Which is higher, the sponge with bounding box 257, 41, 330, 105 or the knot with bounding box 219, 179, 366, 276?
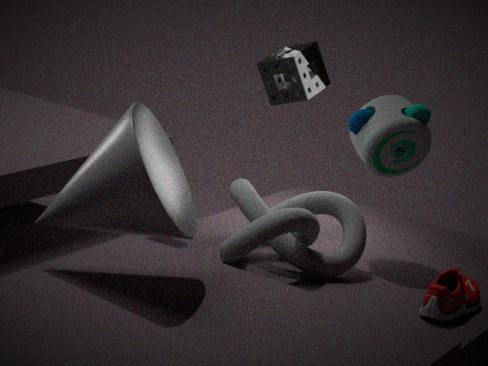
the sponge with bounding box 257, 41, 330, 105
